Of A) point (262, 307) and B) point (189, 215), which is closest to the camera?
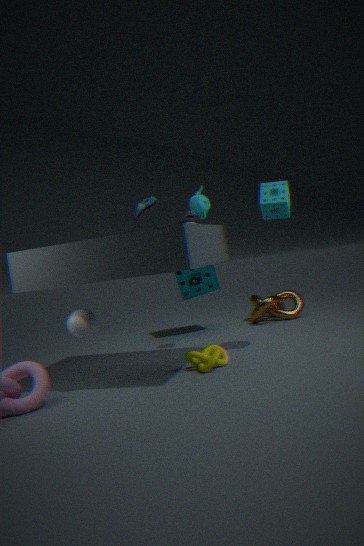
B. point (189, 215)
